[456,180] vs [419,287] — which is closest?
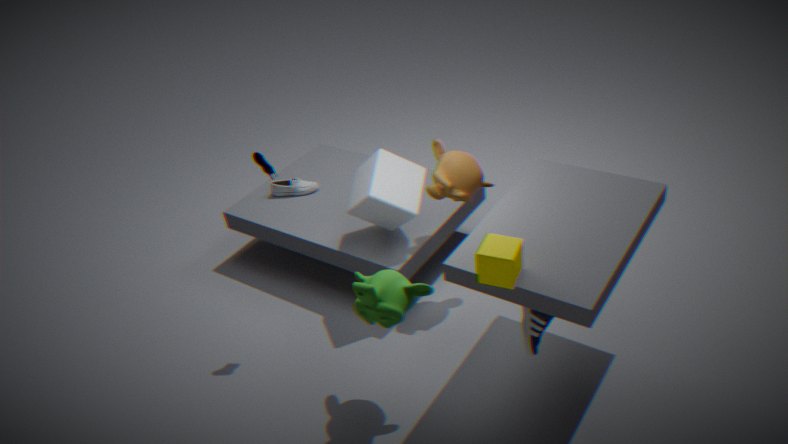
[419,287]
